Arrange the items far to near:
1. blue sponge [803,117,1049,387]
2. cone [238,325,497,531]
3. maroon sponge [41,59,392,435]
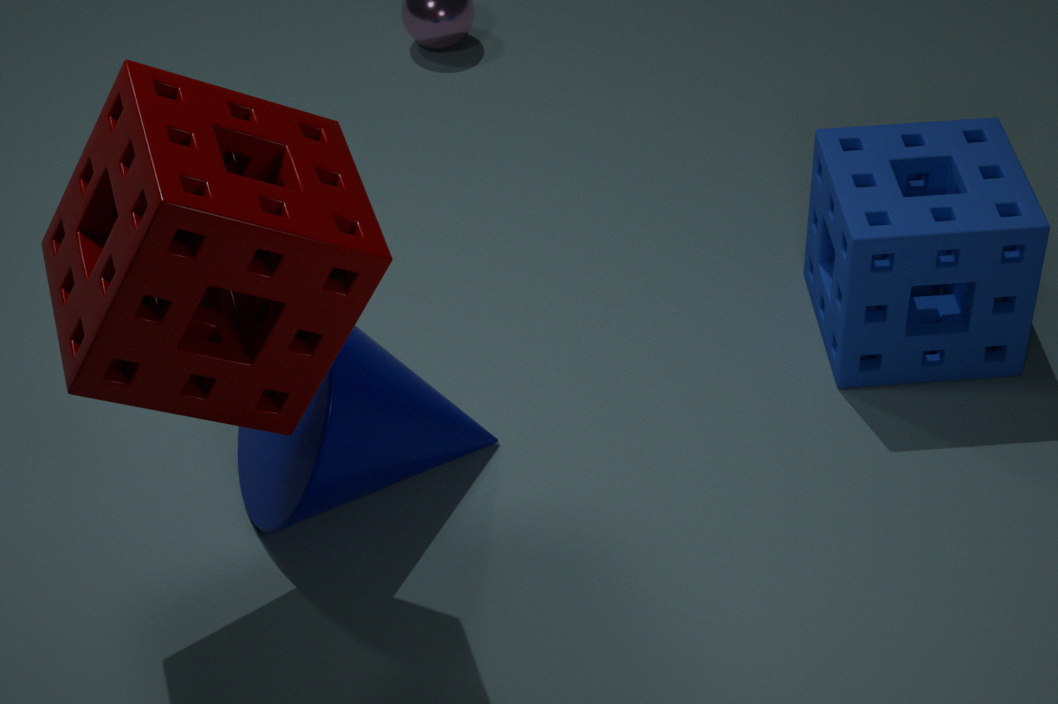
1. blue sponge [803,117,1049,387]
2. cone [238,325,497,531]
3. maroon sponge [41,59,392,435]
